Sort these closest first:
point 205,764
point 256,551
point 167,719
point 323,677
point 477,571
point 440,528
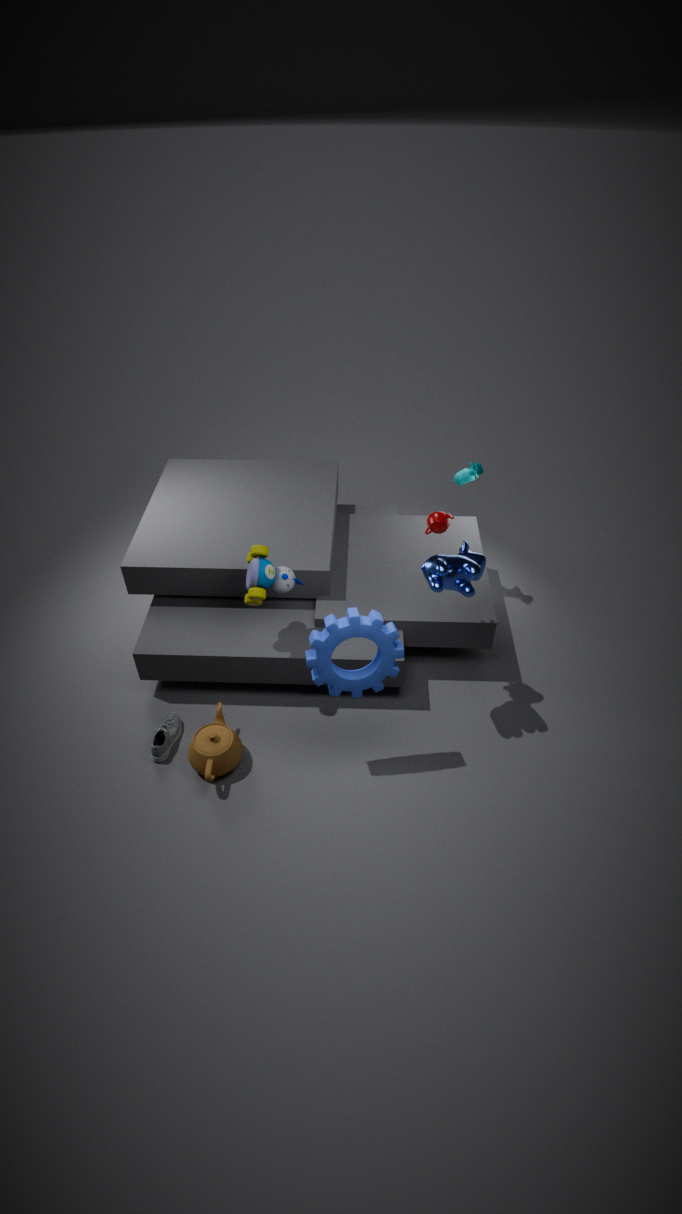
point 323,677 → point 477,571 → point 205,764 → point 256,551 → point 167,719 → point 440,528
